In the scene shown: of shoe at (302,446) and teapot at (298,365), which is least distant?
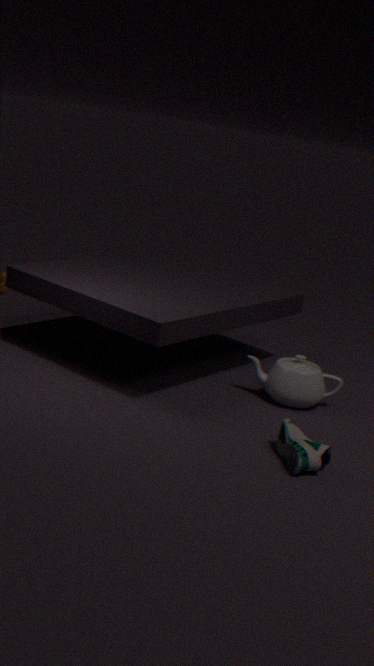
shoe at (302,446)
